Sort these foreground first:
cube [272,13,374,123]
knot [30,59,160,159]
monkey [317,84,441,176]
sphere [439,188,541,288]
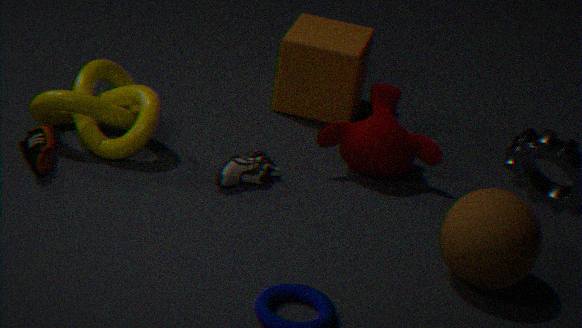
sphere [439,188,541,288] < knot [30,59,160,159] < monkey [317,84,441,176] < cube [272,13,374,123]
